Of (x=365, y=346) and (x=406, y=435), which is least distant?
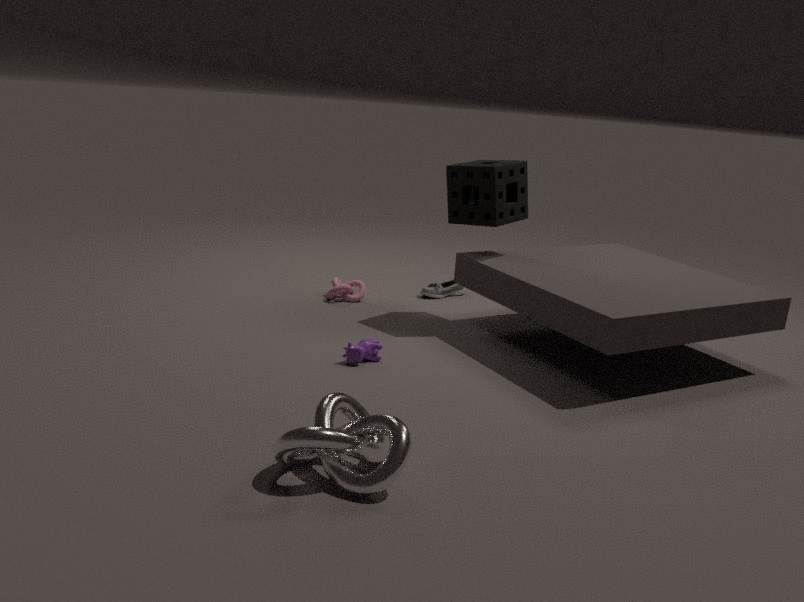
(x=406, y=435)
